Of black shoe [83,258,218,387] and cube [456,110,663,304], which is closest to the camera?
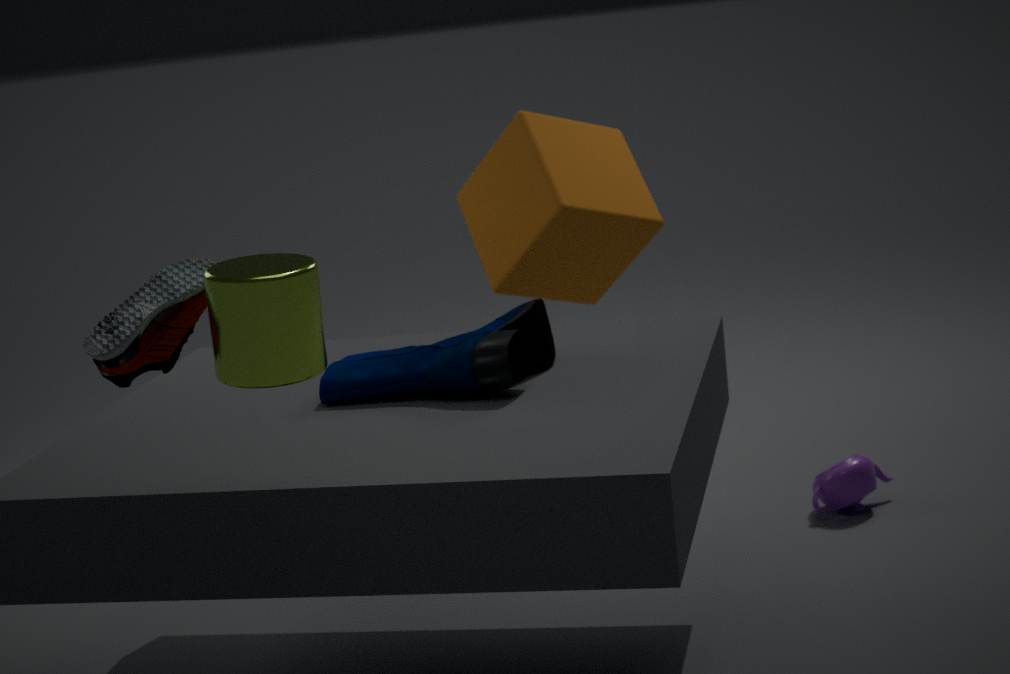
black shoe [83,258,218,387]
